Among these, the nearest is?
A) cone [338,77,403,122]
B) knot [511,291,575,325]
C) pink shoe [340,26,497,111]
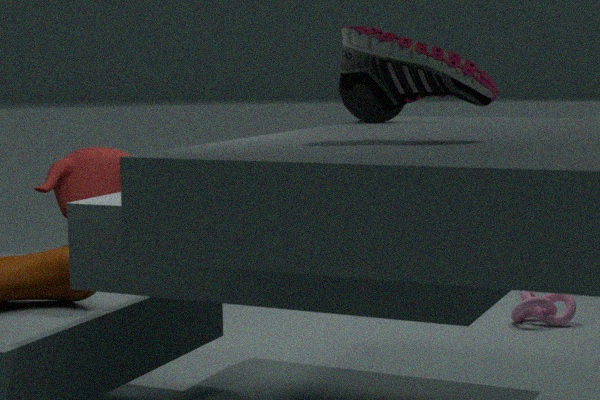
pink shoe [340,26,497,111]
